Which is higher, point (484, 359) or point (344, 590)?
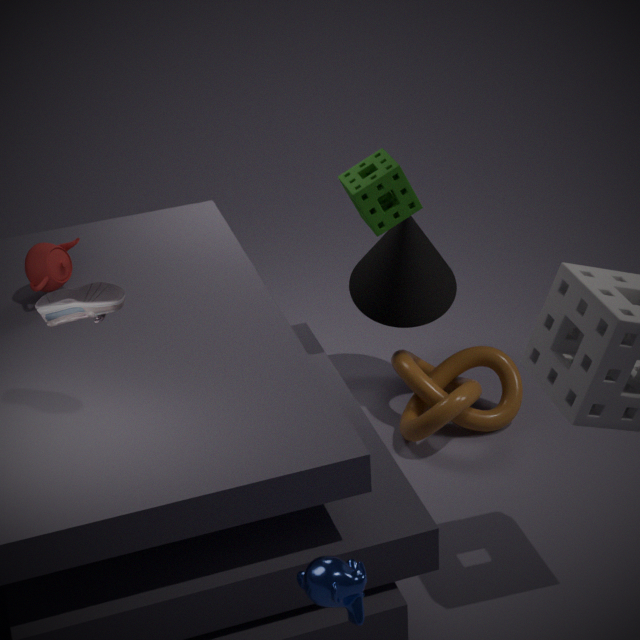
point (344, 590)
